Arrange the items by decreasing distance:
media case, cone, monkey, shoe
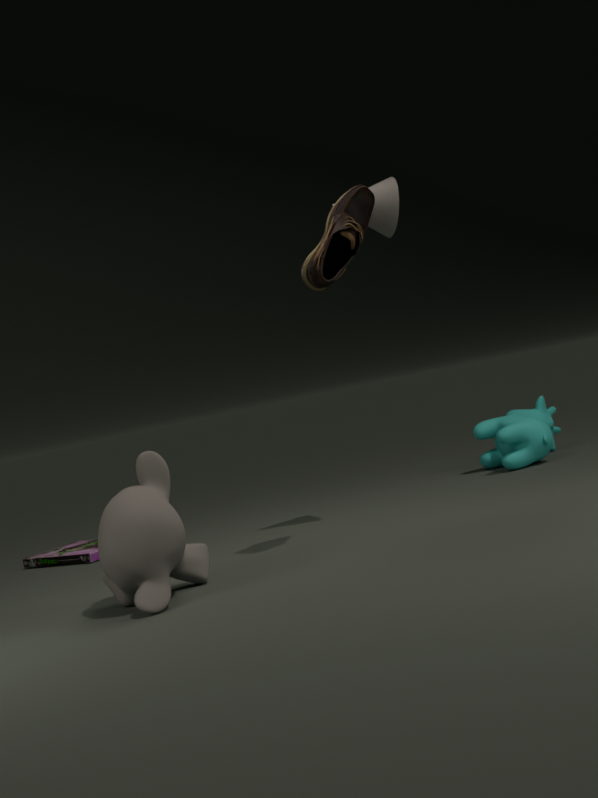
media case, cone, shoe, monkey
